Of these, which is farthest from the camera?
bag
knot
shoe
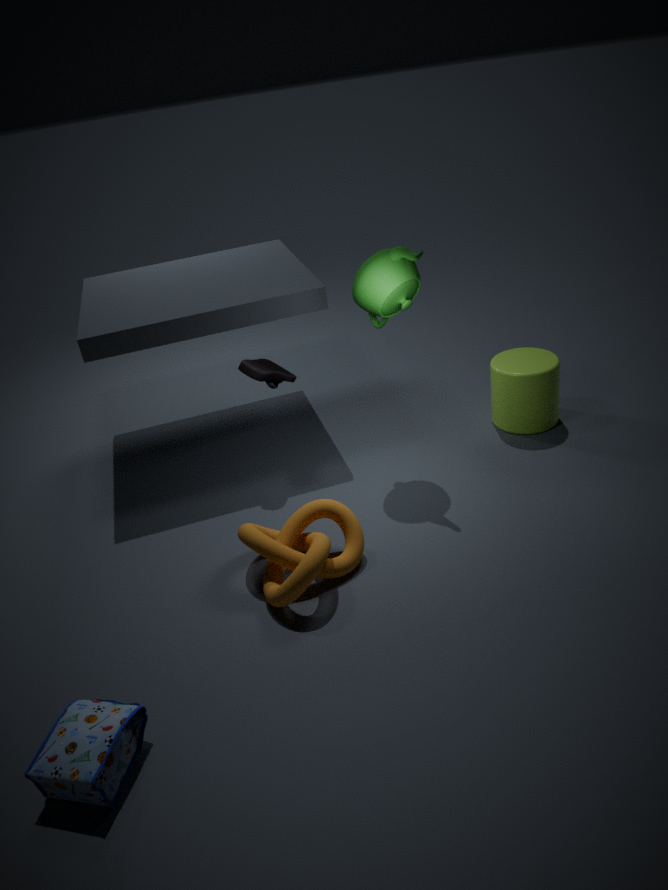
shoe
